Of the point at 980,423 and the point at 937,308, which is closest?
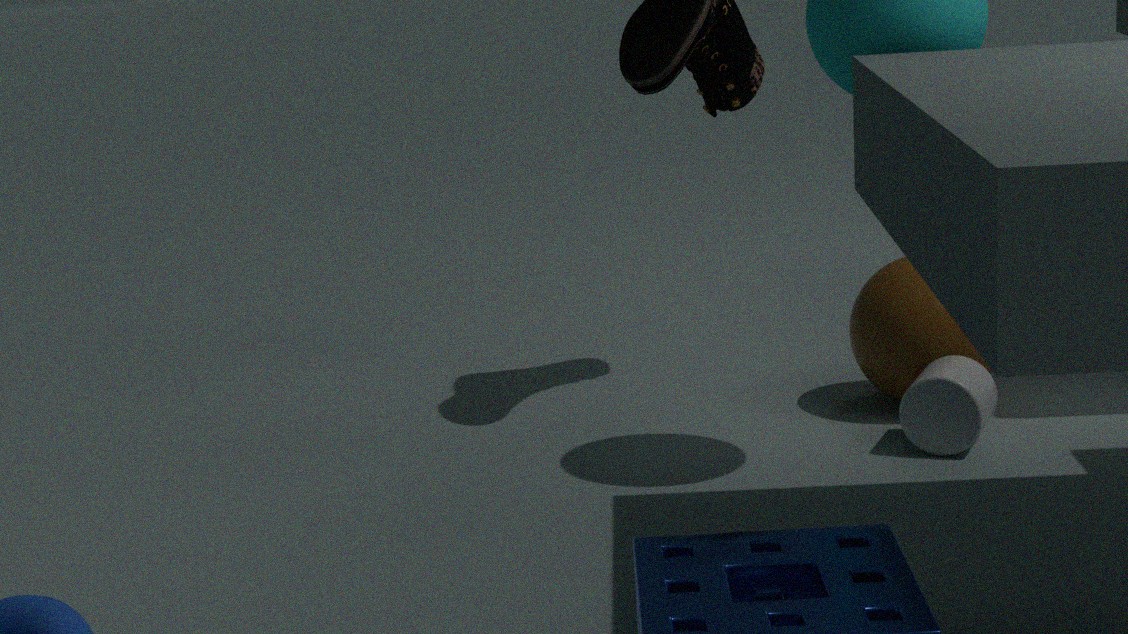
the point at 980,423
